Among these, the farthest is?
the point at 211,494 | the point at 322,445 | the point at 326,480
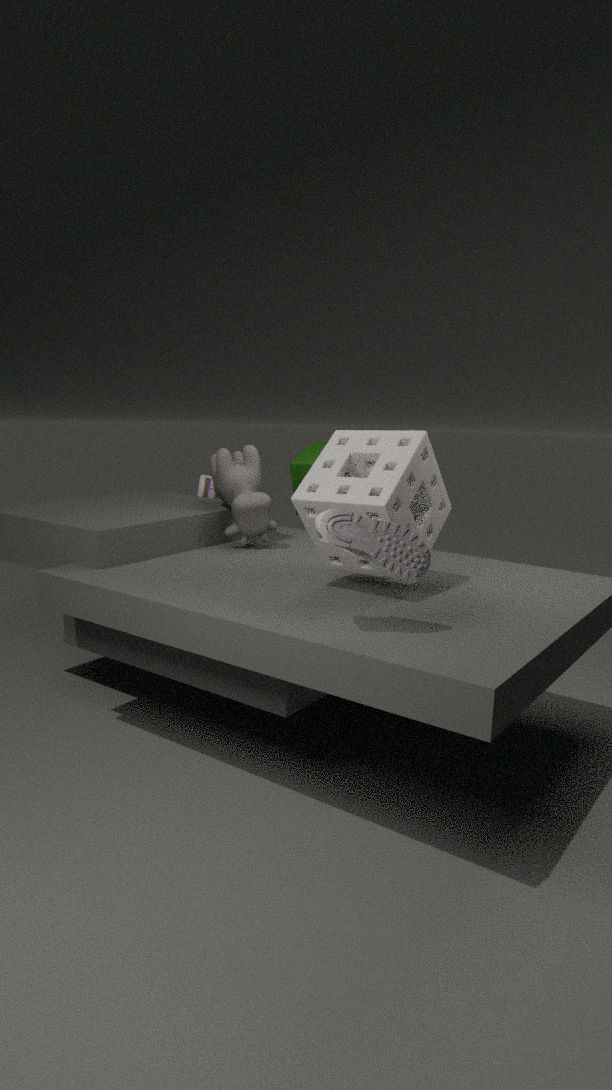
the point at 322,445
